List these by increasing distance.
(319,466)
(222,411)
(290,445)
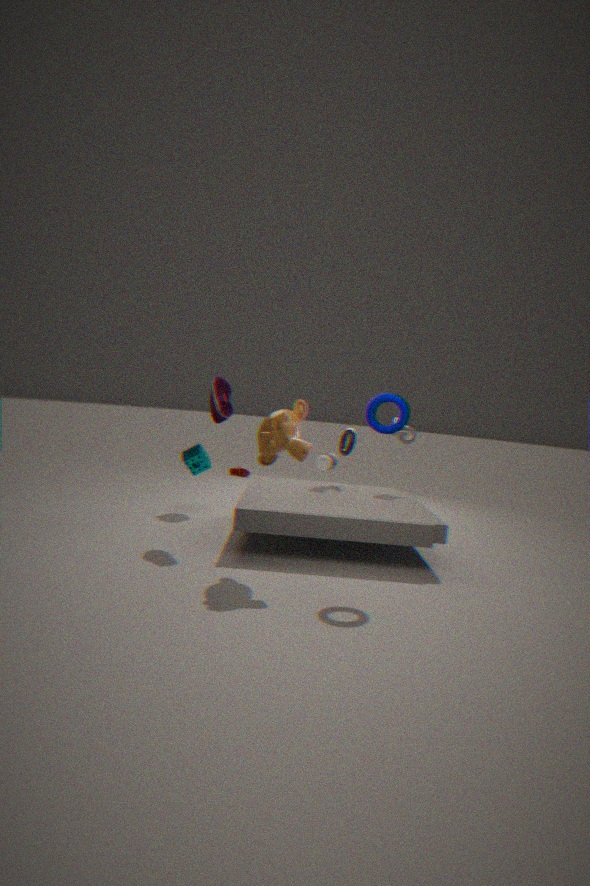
(290,445) < (222,411) < (319,466)
